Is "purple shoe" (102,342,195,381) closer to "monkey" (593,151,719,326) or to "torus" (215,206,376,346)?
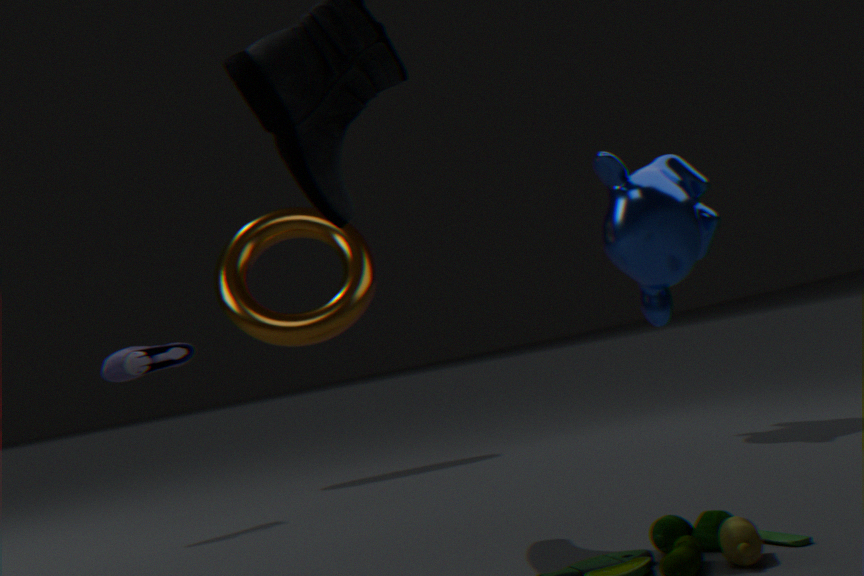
"torus" (215,206,376,346)
